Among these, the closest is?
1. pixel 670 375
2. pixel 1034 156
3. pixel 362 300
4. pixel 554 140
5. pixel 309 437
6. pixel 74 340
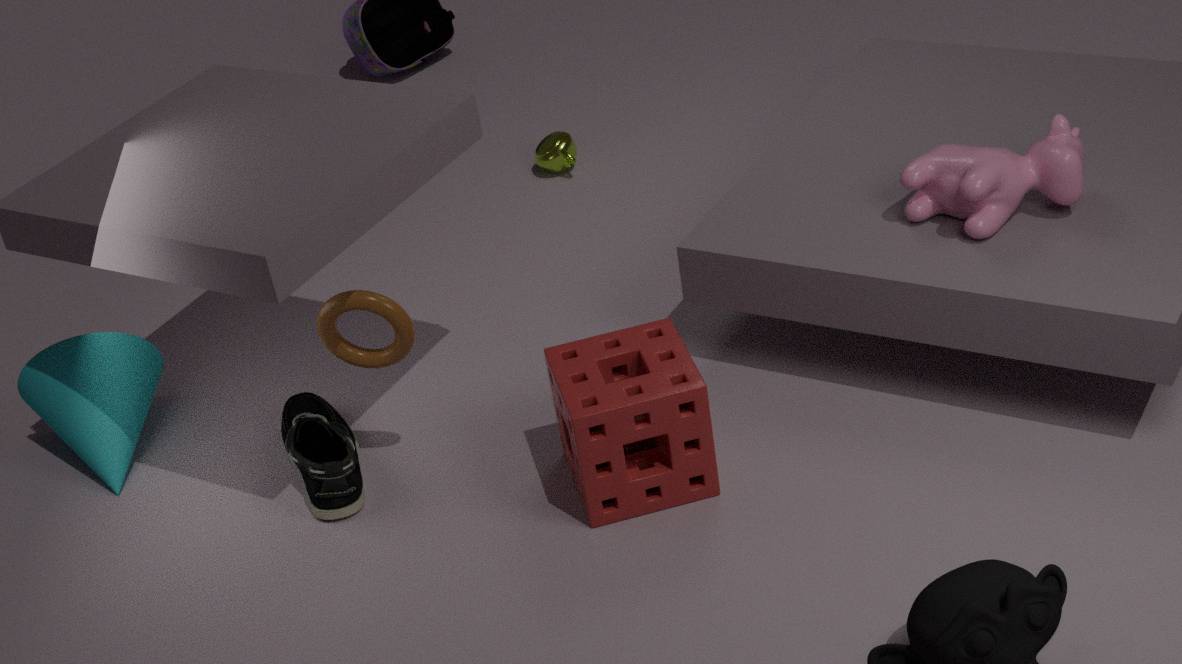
pixel 670 375
